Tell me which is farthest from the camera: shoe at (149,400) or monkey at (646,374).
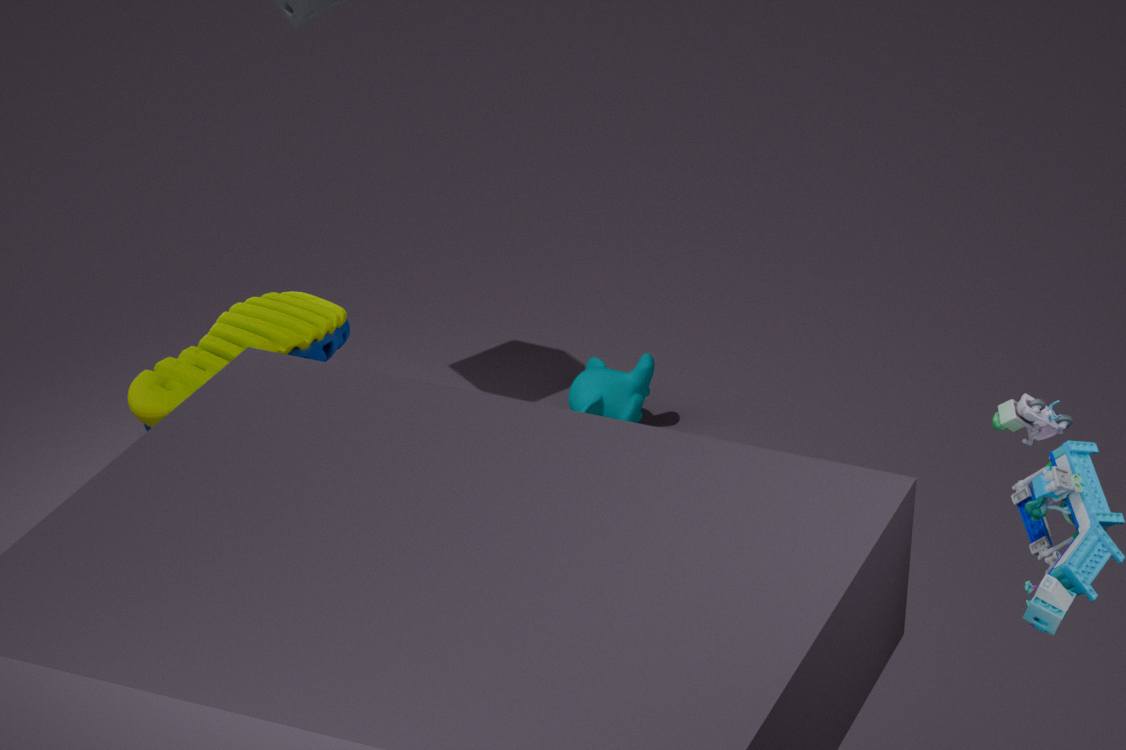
monkey at (646,374)
